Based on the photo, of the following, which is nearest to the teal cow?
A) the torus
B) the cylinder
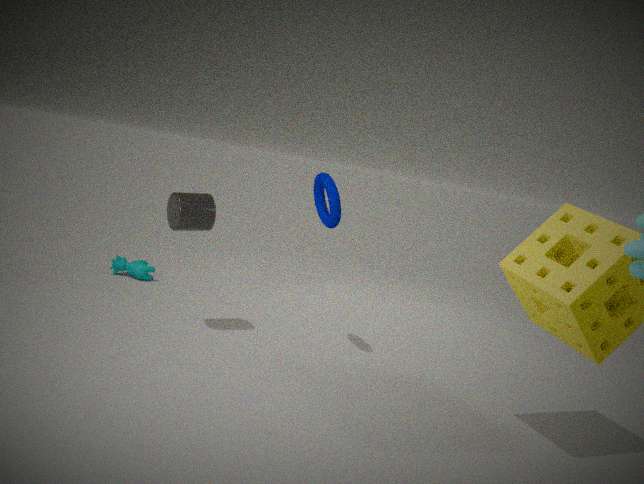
the cylinder
